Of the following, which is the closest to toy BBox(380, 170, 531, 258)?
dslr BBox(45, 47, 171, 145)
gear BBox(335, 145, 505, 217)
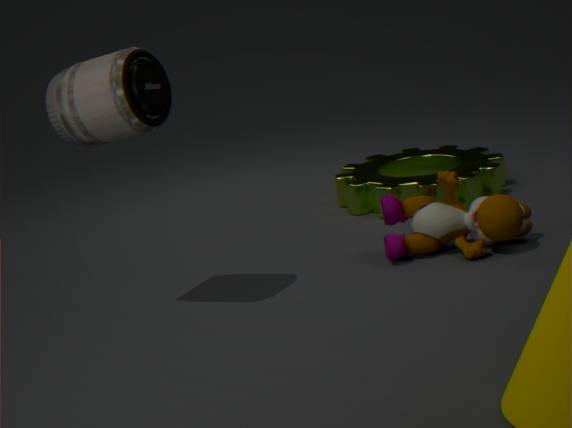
gear BBox(335, 145, 505, 217)
